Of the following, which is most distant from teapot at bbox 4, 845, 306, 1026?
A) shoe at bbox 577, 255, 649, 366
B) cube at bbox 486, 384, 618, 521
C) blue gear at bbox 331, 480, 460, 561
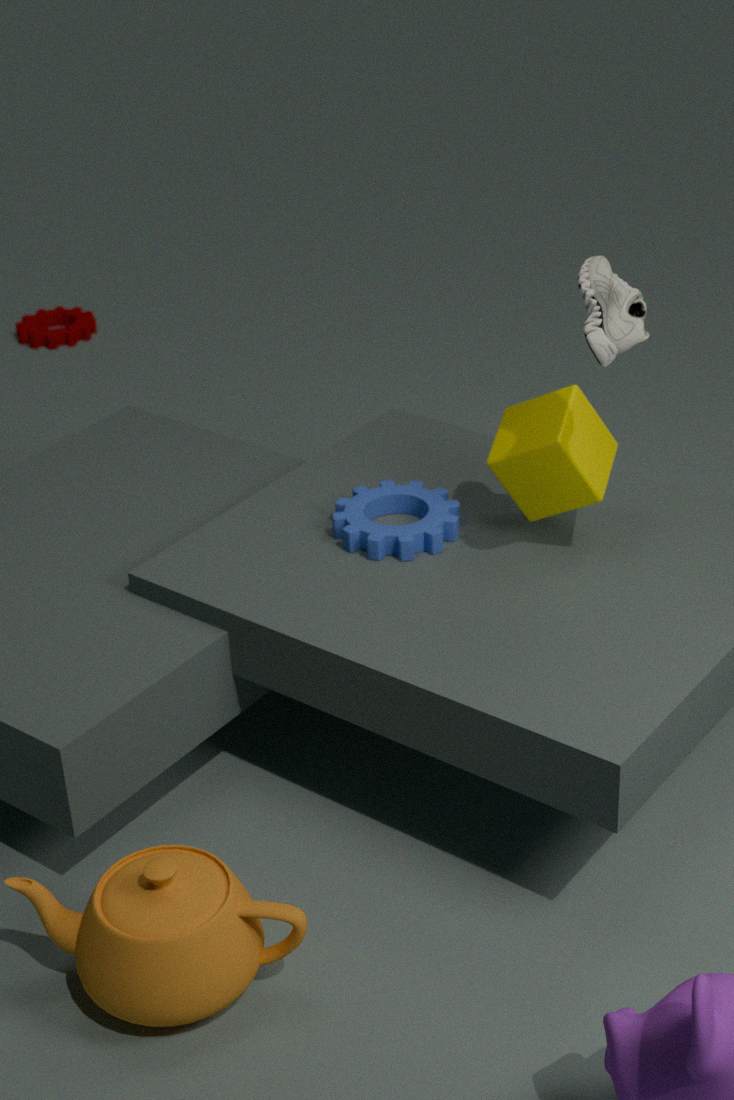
shoe at bbox 577, 255, 649, 366
